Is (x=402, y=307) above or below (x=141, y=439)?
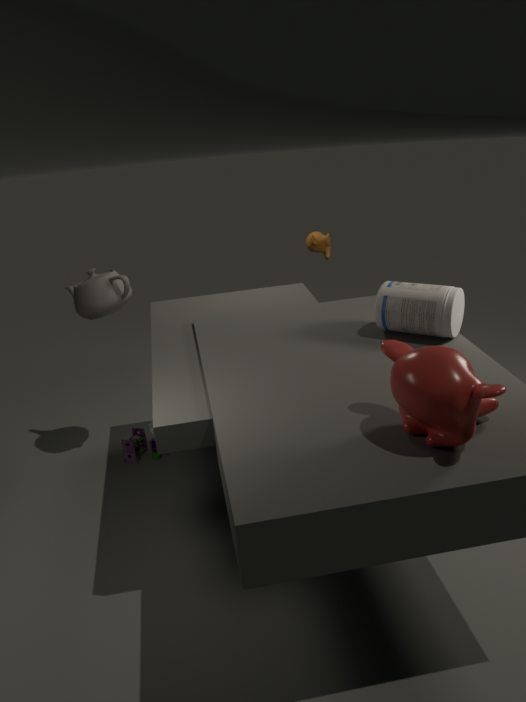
above
